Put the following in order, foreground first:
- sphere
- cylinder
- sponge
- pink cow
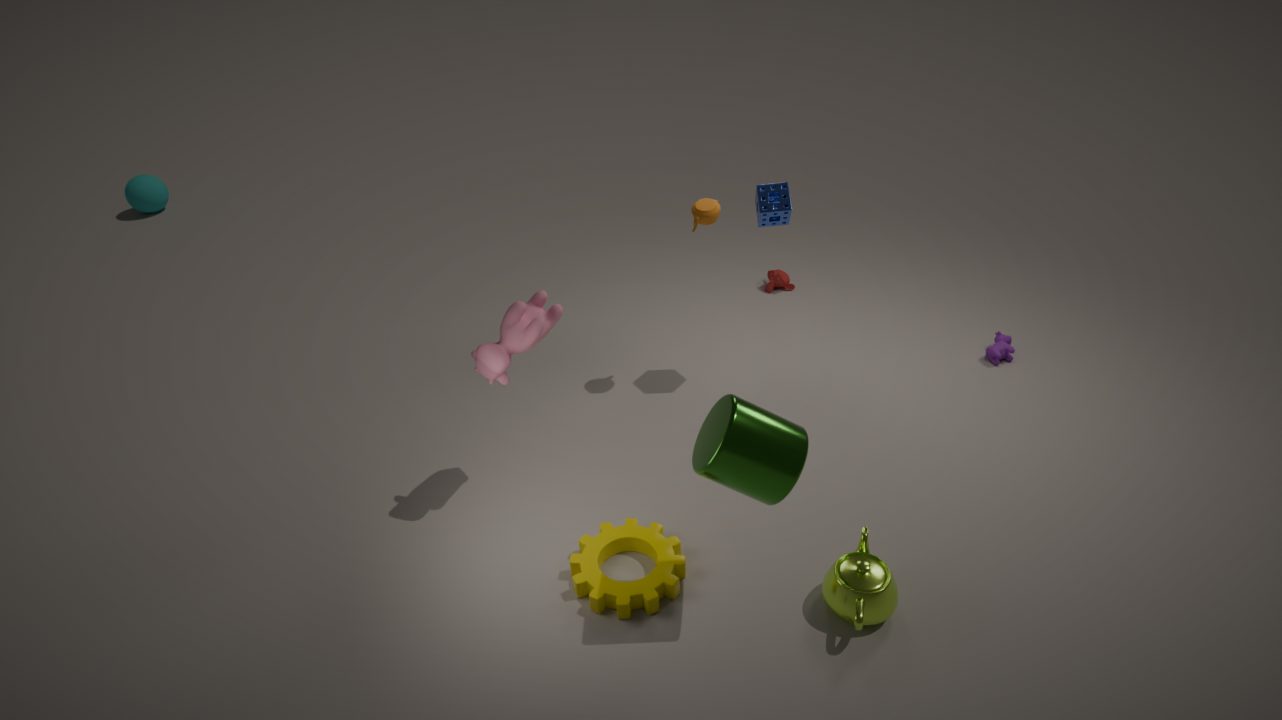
cylinder
pink cow
sponge
sphere
